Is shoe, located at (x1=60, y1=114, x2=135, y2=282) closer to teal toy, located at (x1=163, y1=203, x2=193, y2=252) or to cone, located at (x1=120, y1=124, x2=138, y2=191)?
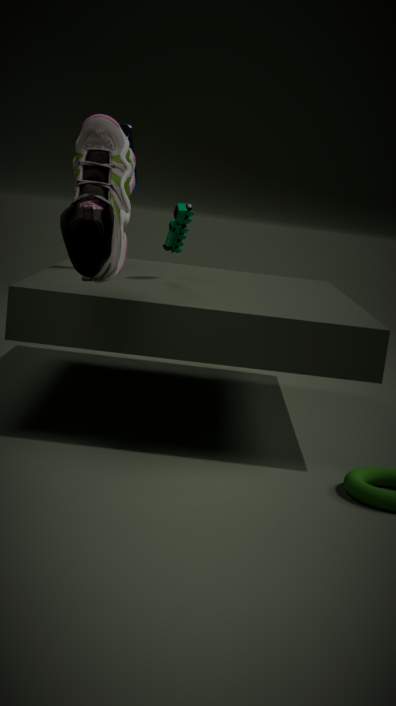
cone, located at (x1=120, y1=124, x2=138, y2=191)
